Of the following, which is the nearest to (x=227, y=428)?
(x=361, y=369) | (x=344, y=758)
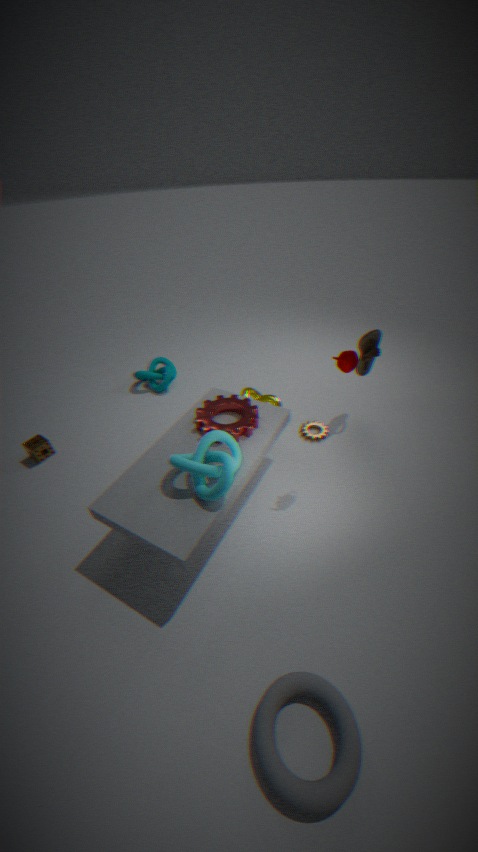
(x=361, y=369)
